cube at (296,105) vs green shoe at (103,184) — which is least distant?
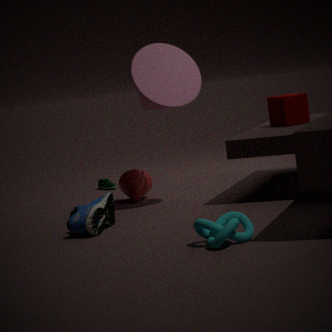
cube at (296,105)
